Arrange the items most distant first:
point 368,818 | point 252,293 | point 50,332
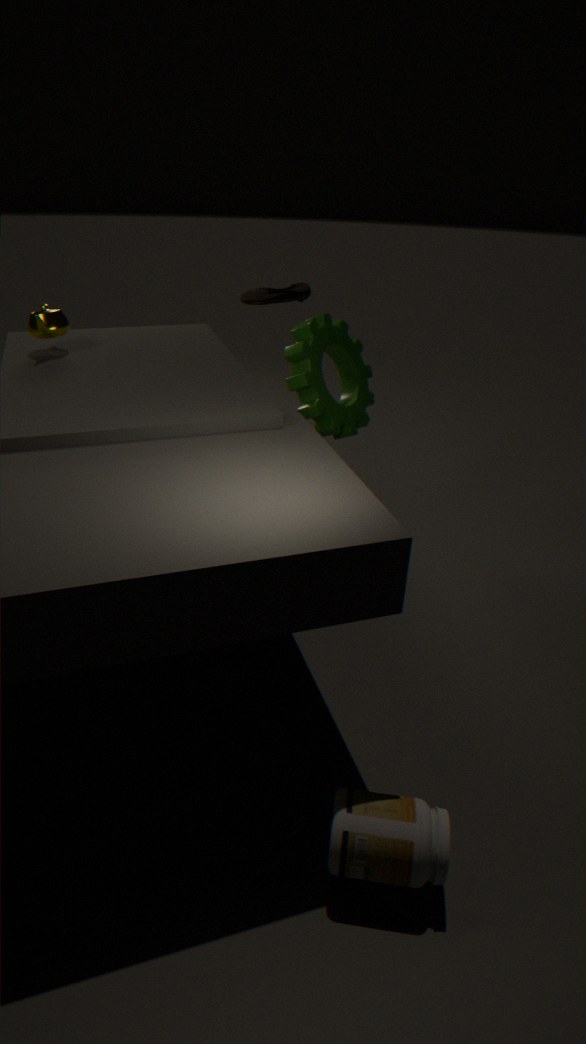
point 252,293
point 50,332
point 368,818
